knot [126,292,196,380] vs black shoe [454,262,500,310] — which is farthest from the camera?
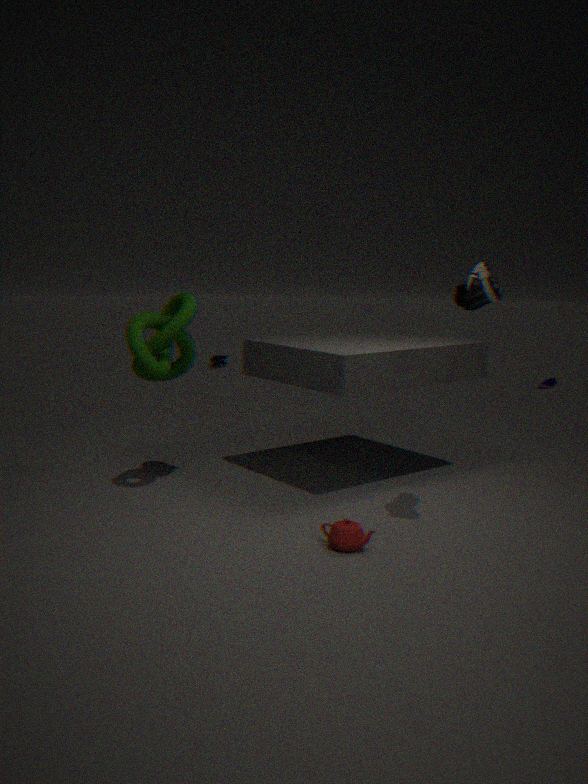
knot [126,292,196,380]
